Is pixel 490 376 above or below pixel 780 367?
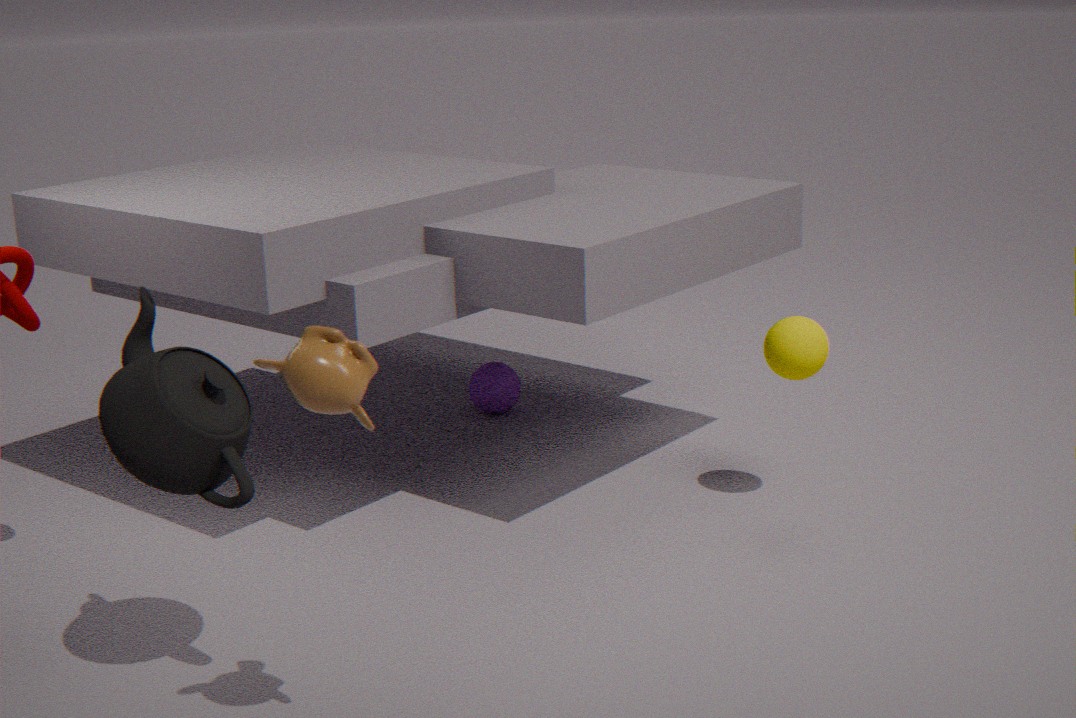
below
